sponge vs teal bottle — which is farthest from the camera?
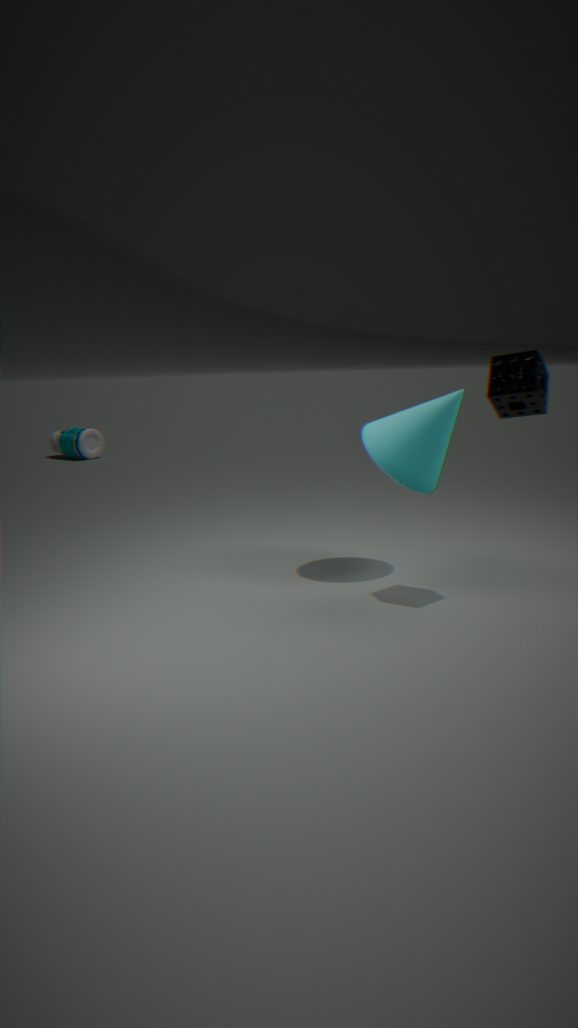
teal bottle
